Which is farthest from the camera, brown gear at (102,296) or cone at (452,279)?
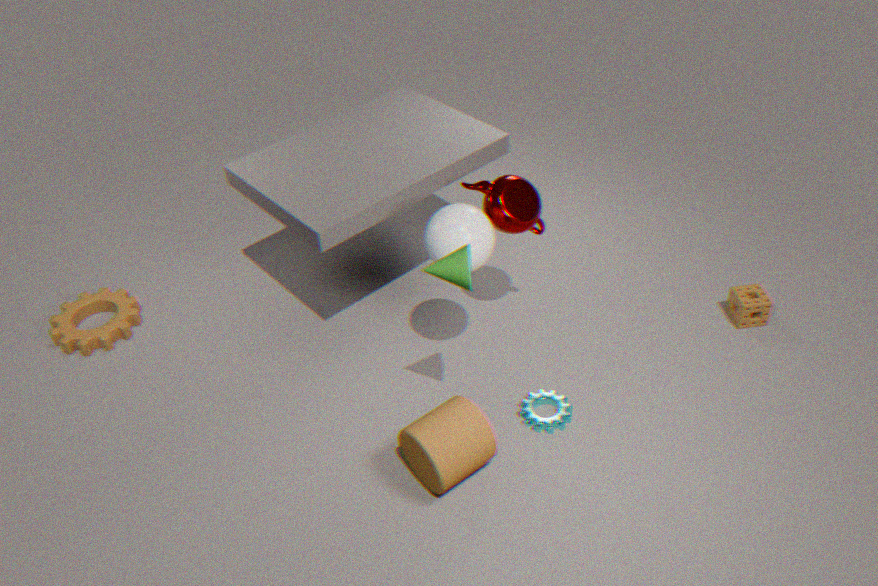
brown gear at (102,296)
